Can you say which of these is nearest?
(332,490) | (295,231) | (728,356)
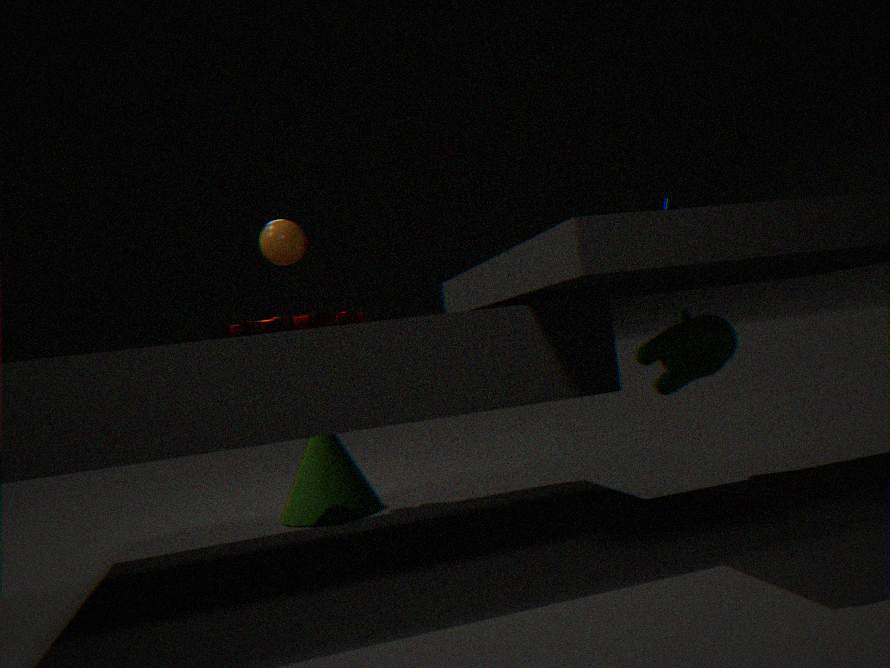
(728,356)
